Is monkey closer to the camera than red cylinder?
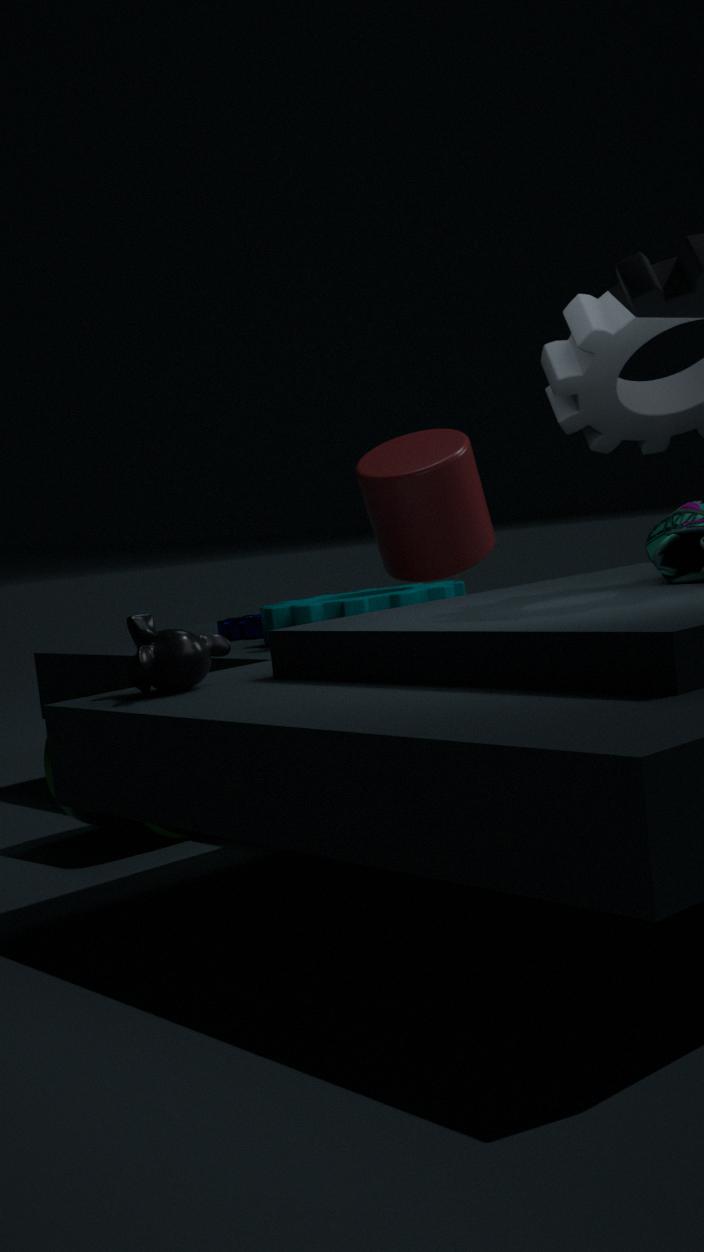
Yes
